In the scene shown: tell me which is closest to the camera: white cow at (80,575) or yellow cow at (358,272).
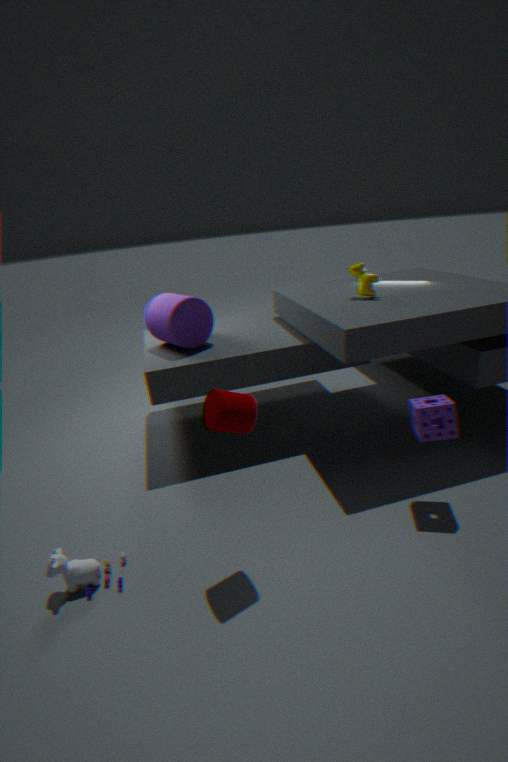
white cow at (80,575)
